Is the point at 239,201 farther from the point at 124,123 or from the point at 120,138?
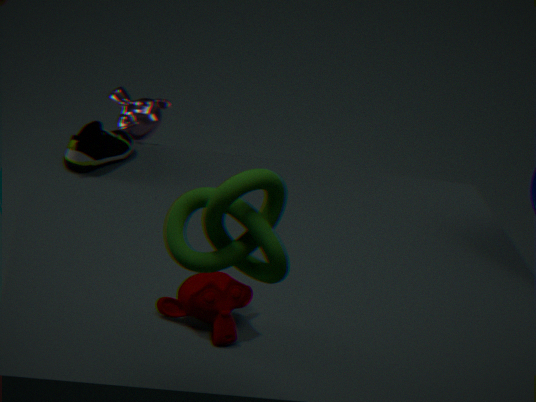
the point at 124,123
